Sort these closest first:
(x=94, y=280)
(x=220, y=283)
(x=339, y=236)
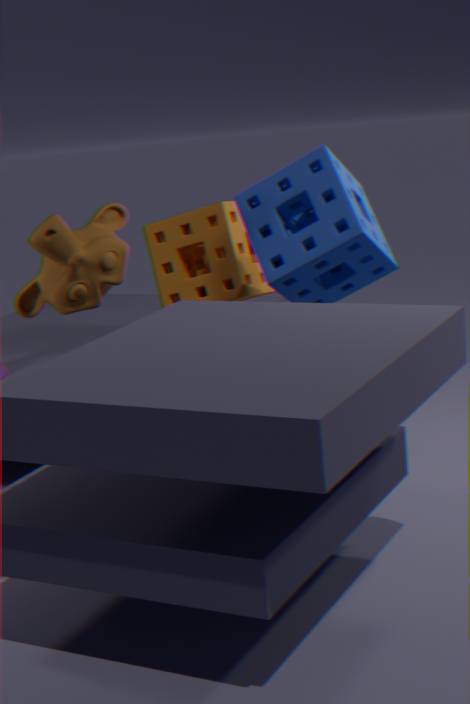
(x=339, y=236) < (x=94, y=280) < (x=220, y=283)
